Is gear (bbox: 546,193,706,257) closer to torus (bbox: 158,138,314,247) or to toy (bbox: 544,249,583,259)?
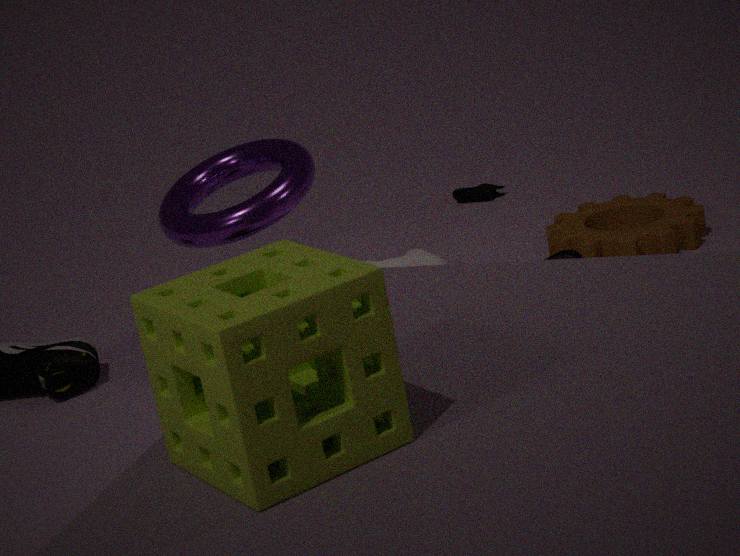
toy (bbox: 544,249,583,259)
